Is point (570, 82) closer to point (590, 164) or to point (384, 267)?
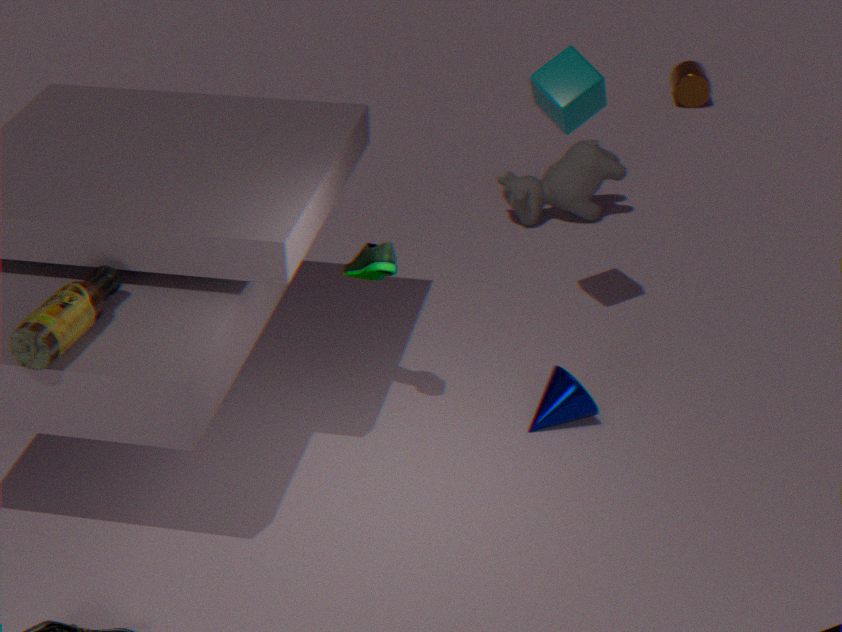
point (384, 267)
